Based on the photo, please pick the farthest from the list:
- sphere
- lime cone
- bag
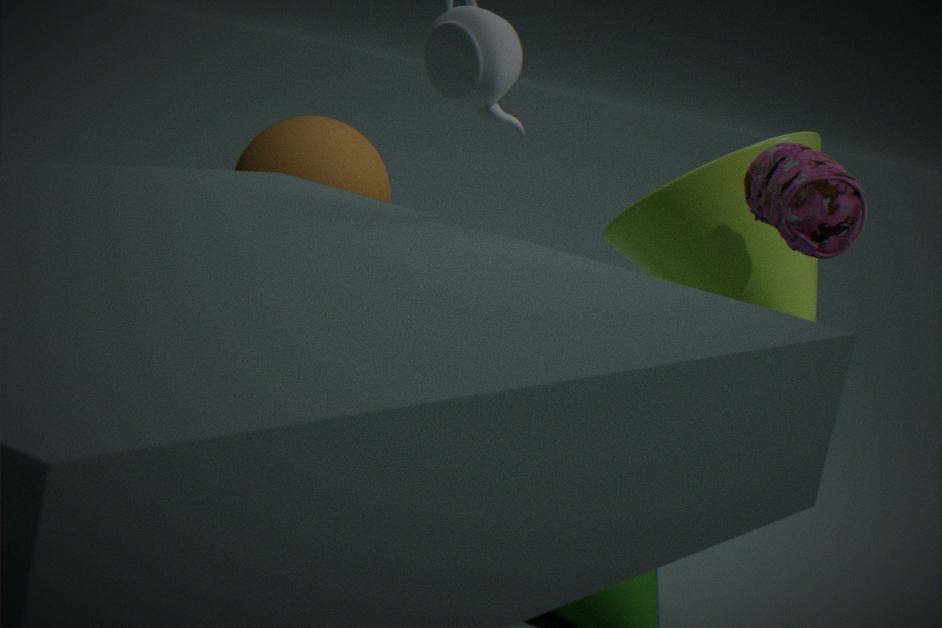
sphere
